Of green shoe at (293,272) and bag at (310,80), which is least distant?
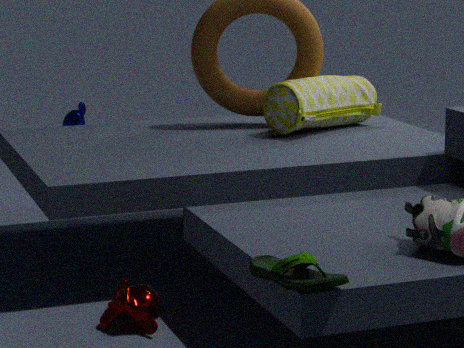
green shoe at (293,272)
